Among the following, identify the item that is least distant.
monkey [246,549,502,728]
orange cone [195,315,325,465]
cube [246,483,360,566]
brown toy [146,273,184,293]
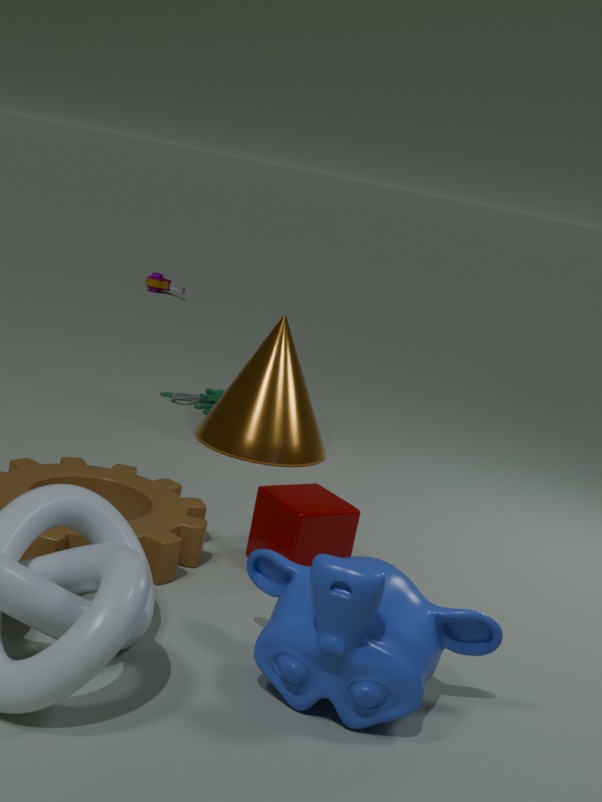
monkey [246,549,502,728]
